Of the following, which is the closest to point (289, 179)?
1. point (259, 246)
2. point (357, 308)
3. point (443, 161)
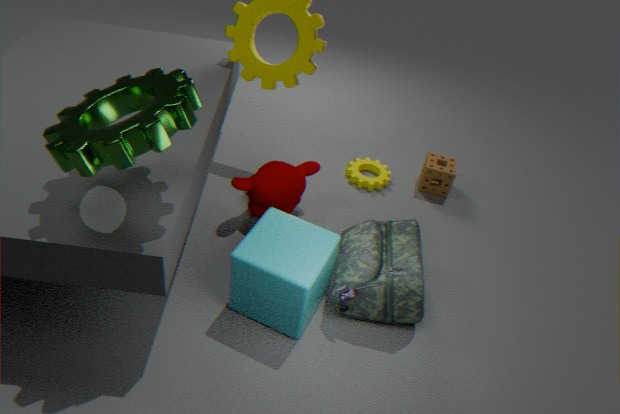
point (259, 246)
